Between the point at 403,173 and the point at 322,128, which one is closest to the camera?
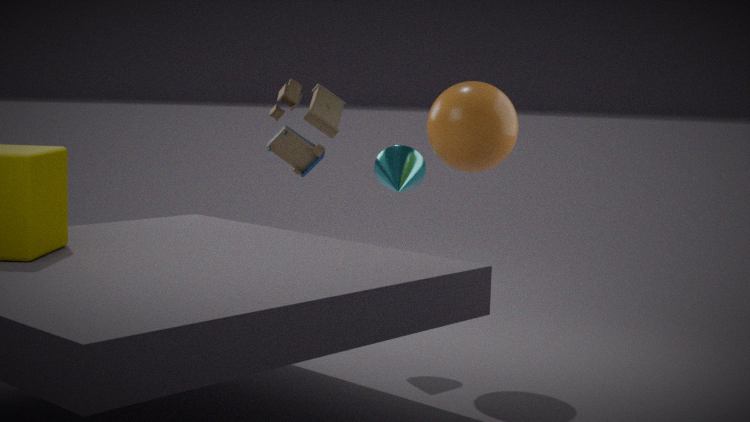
the point at 403,173
